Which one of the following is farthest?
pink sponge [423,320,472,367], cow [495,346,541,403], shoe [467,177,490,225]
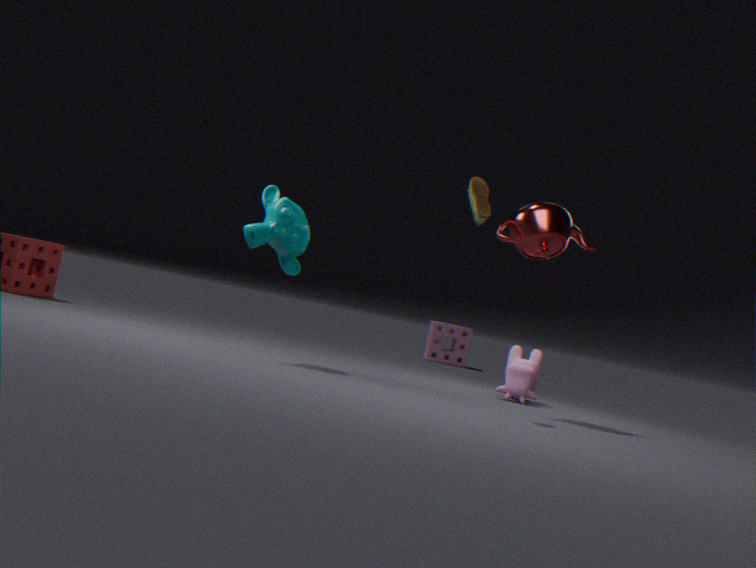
pink sponge [423,320,472,367]
